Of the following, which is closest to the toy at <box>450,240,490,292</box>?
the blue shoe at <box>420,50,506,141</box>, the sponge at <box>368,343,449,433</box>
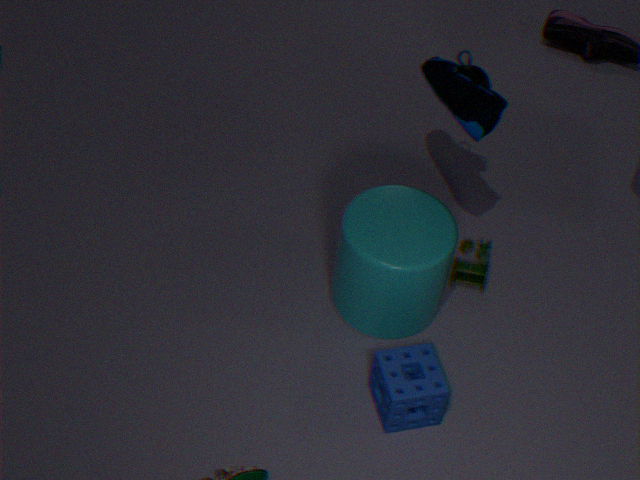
the sponge at <box>368,343,449,433</box>
